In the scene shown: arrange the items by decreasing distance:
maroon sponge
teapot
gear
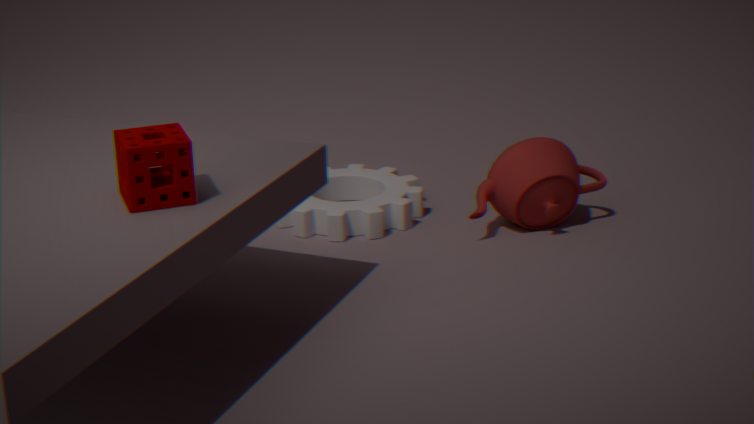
gear, teapot, maroon sponge
